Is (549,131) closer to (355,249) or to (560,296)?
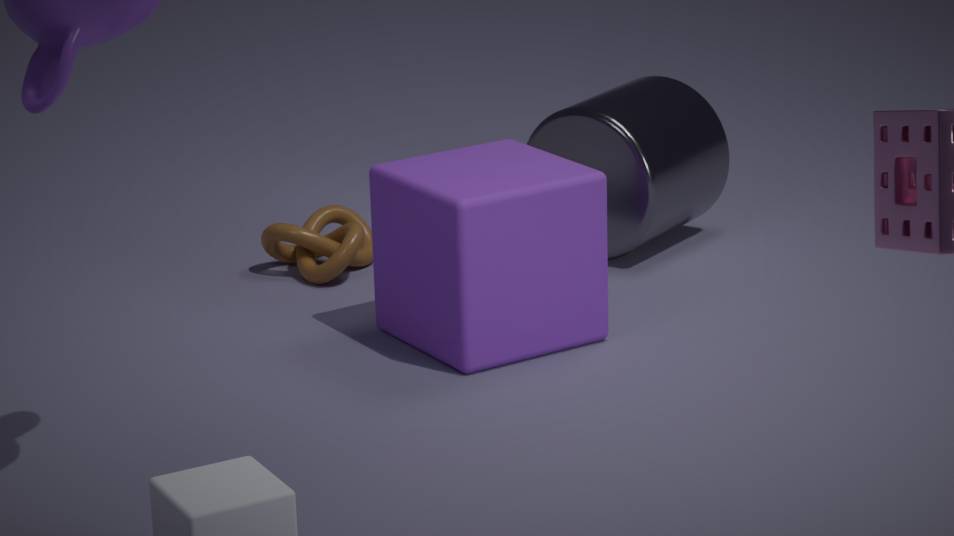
(560,296)
